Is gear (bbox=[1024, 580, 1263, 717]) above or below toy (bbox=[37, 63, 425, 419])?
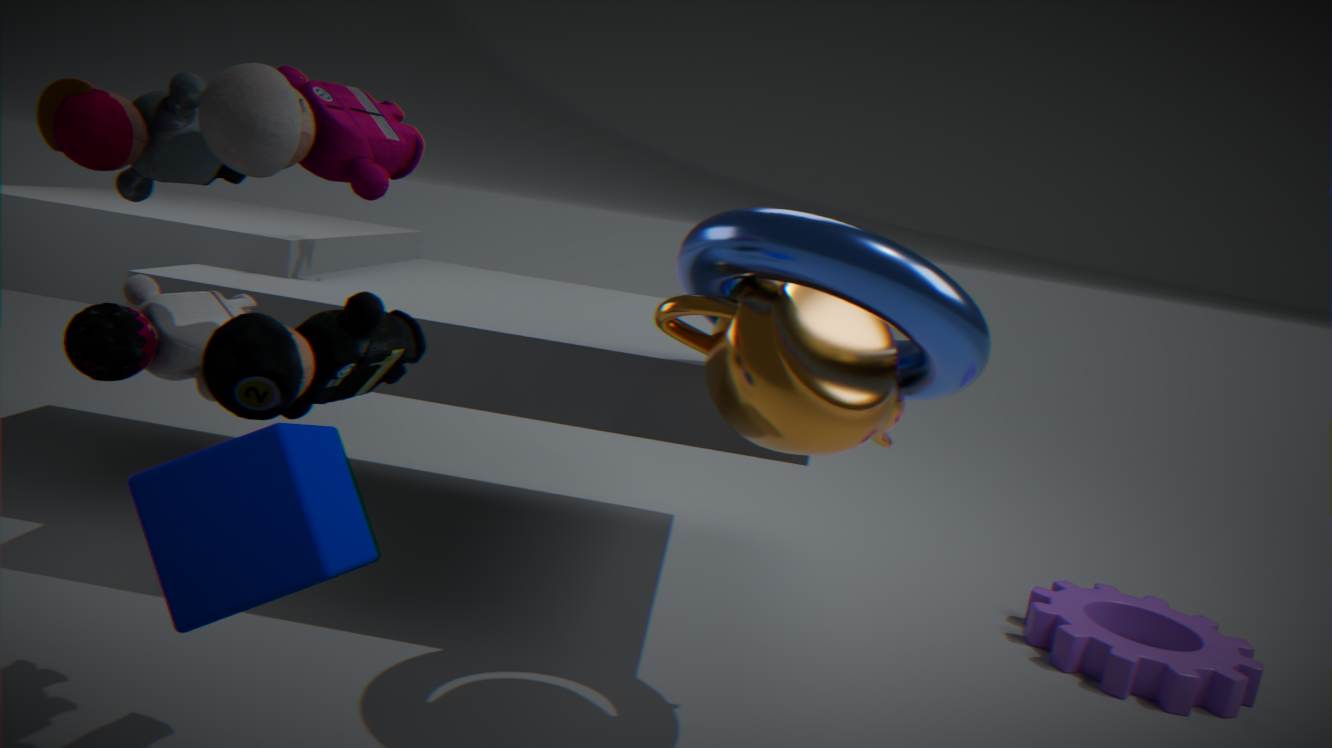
below
